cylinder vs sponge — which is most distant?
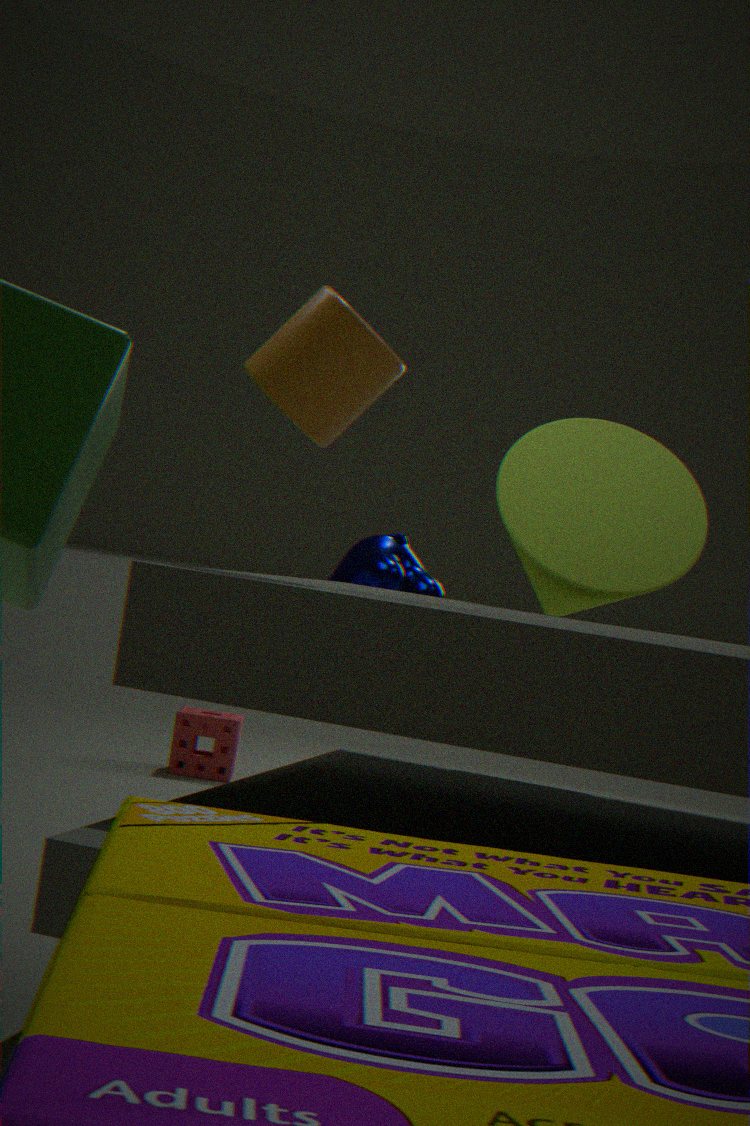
sponge
